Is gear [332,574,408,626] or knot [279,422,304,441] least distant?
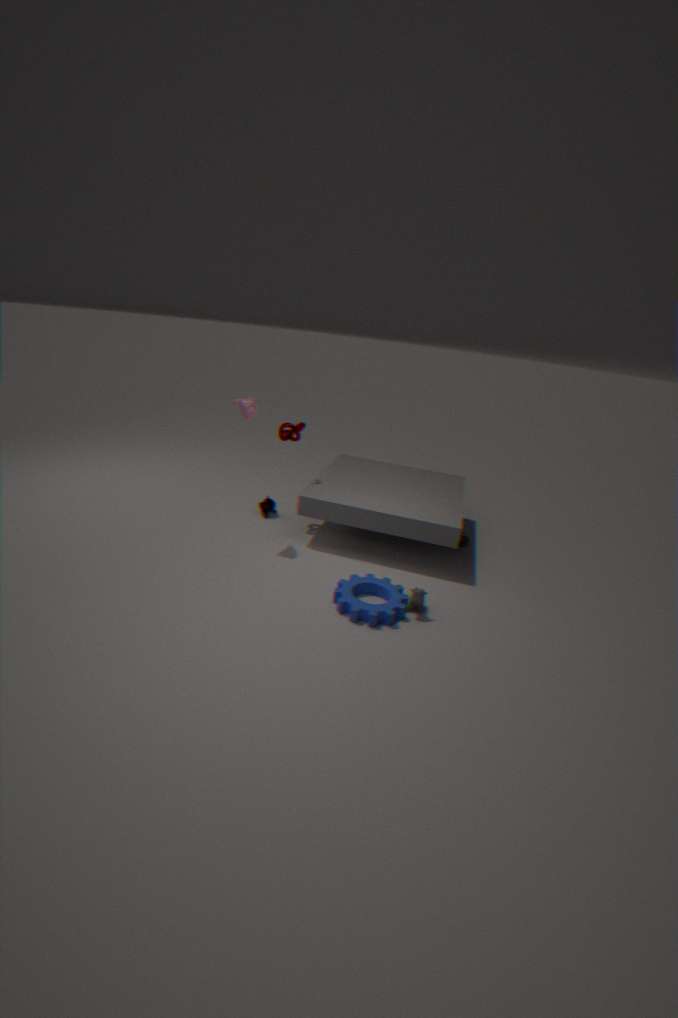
gear [332,574,408,626]
